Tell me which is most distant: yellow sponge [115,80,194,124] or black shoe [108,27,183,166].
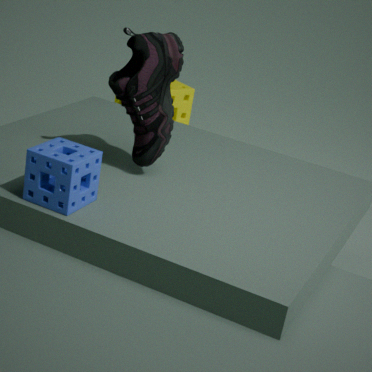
yellow sponge [115,80,194,124]
